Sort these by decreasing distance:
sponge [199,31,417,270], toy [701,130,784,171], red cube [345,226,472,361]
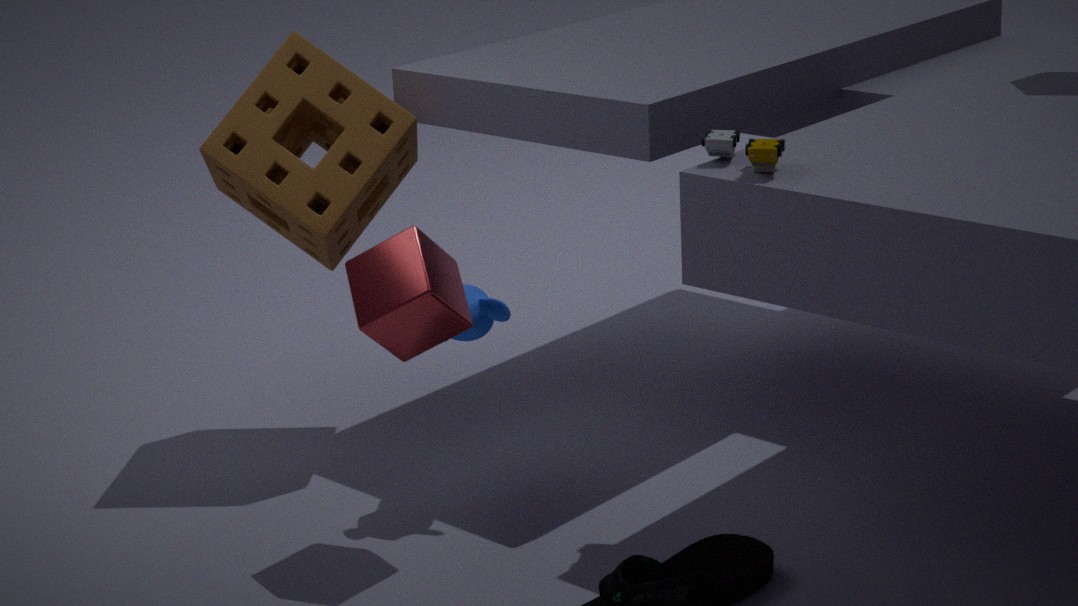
1. sponge [199,31,417,270]
2. red cube [345,226,472,361]
3. toy [701,130,784,171]
